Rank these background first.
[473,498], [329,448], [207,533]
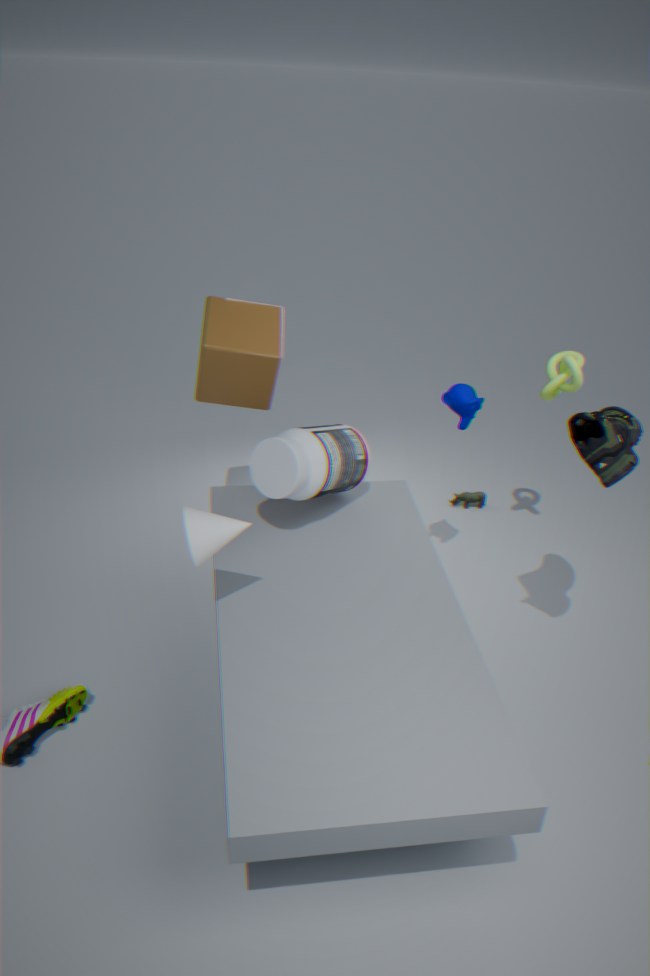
[473,498]
[329,448]
[207,533]
